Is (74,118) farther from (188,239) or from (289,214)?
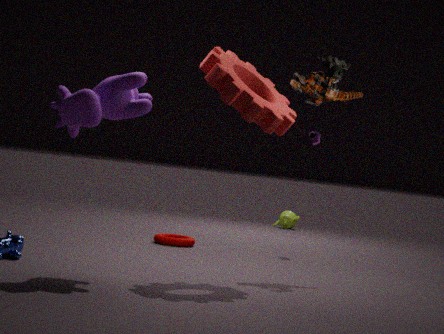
(289,214)
